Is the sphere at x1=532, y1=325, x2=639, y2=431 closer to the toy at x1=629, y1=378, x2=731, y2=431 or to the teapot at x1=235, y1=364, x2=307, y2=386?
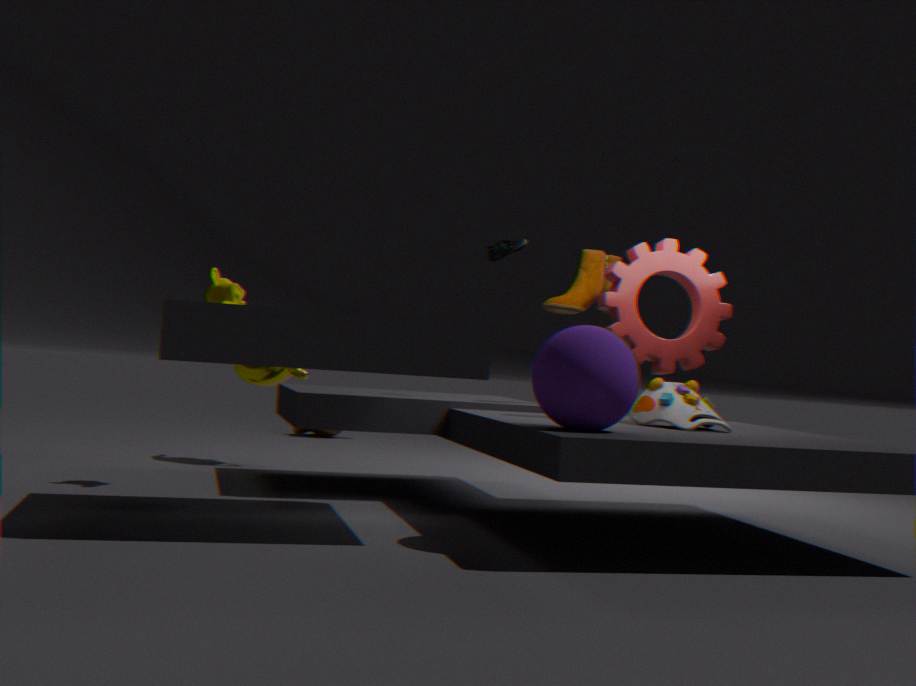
the toy at x1=629, y1=378, x2=731, y2=431
